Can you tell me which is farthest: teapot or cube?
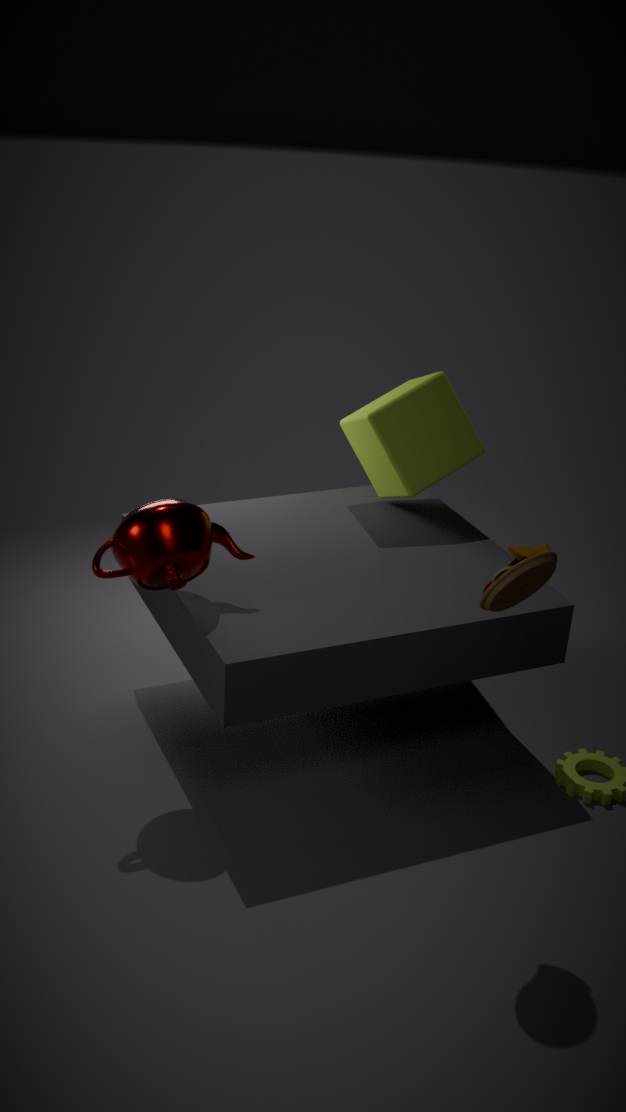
cube
